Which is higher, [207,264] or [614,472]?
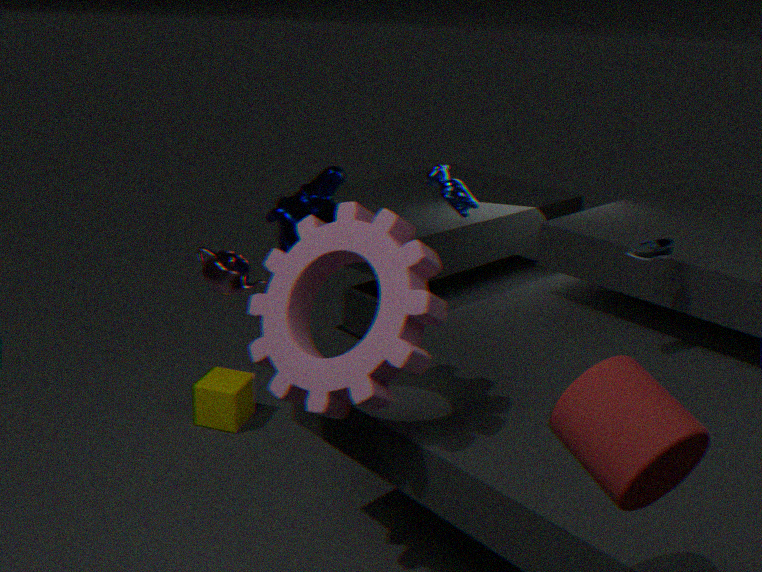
[614,472]
